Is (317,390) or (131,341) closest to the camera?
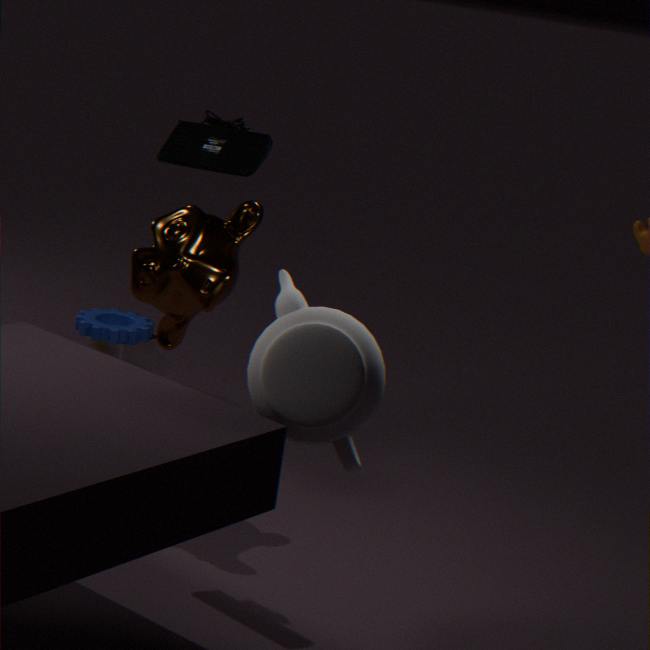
(317,390)
